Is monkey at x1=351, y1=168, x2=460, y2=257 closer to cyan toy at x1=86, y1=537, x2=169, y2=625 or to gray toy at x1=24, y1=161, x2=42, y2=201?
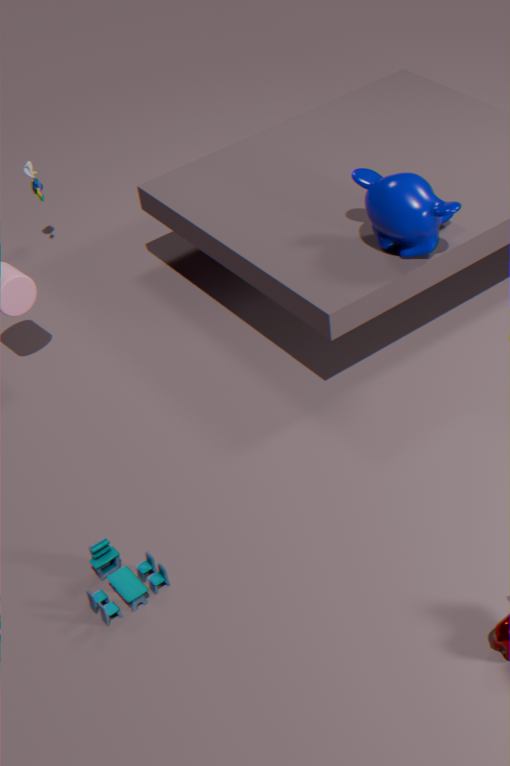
cyan toy at x1=86, y1=537, x2=169, y2=625
